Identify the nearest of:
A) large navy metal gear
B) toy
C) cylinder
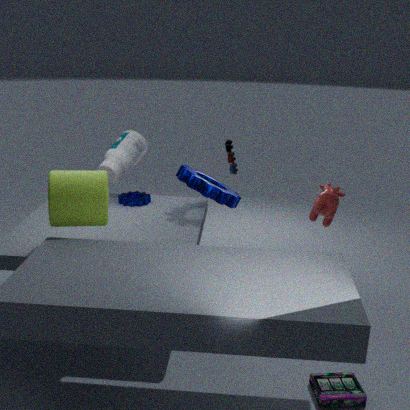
cylinder
